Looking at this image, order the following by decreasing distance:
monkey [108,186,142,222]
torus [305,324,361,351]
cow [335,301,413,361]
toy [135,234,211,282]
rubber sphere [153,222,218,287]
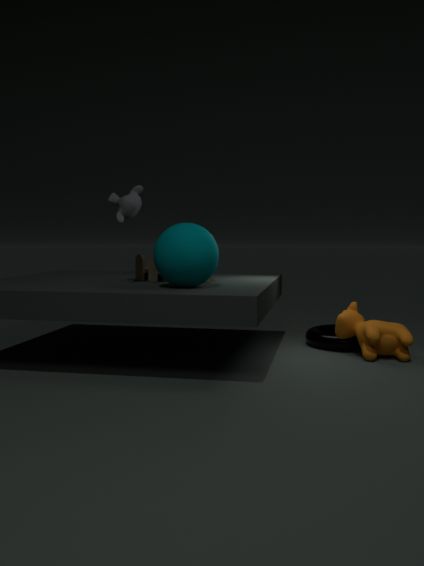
torus [305,324,361,351], toy [135,234,211,282], cow [335,301,413,361], monkey [108,186,142,222], rubber sphere [153,222,218,287]
